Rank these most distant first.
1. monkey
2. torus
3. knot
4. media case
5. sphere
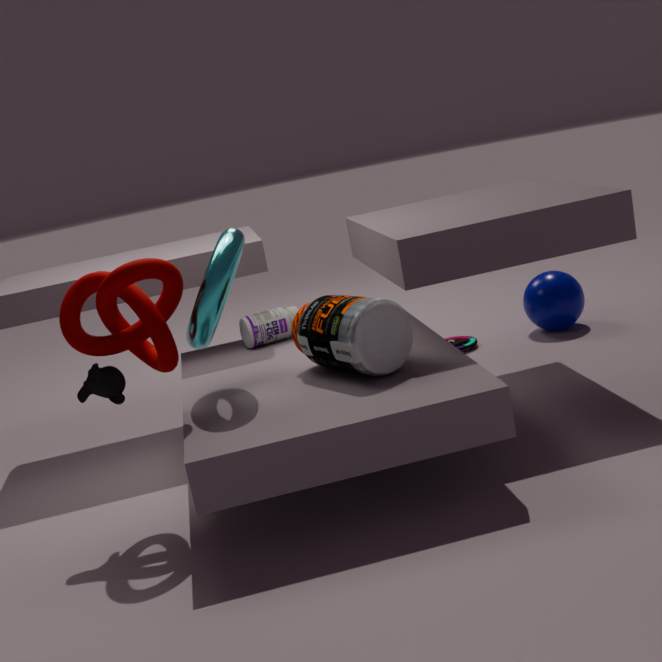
media case < sphere < torus < monkey < knot
